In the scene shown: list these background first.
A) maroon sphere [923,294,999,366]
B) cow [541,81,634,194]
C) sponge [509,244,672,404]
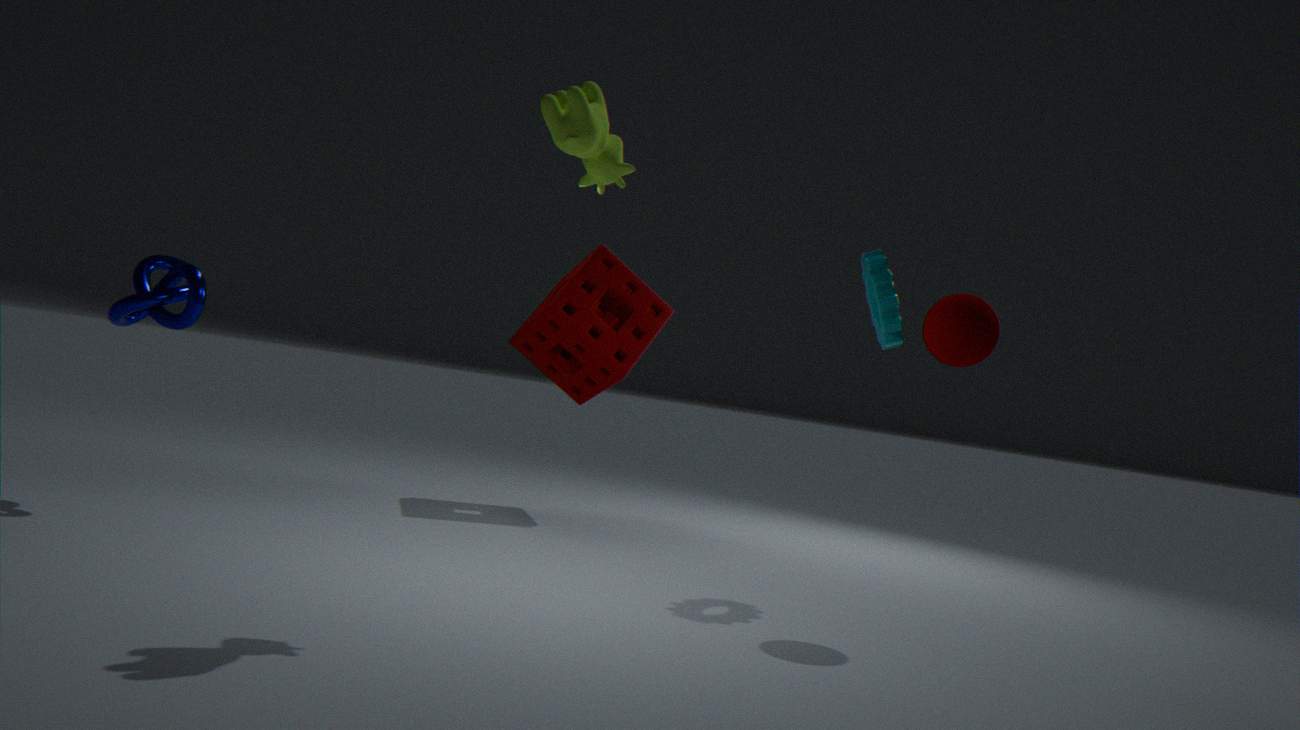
sponge [509,244,672,404], maroon sphere [923,294,999,366], cow [541,81,634,194]
